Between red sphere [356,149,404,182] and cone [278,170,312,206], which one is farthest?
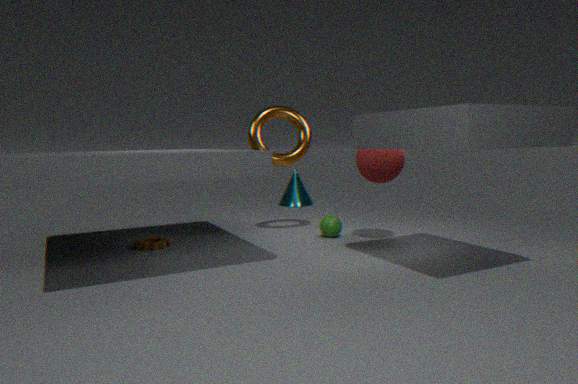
cone [278,170,312,206]
